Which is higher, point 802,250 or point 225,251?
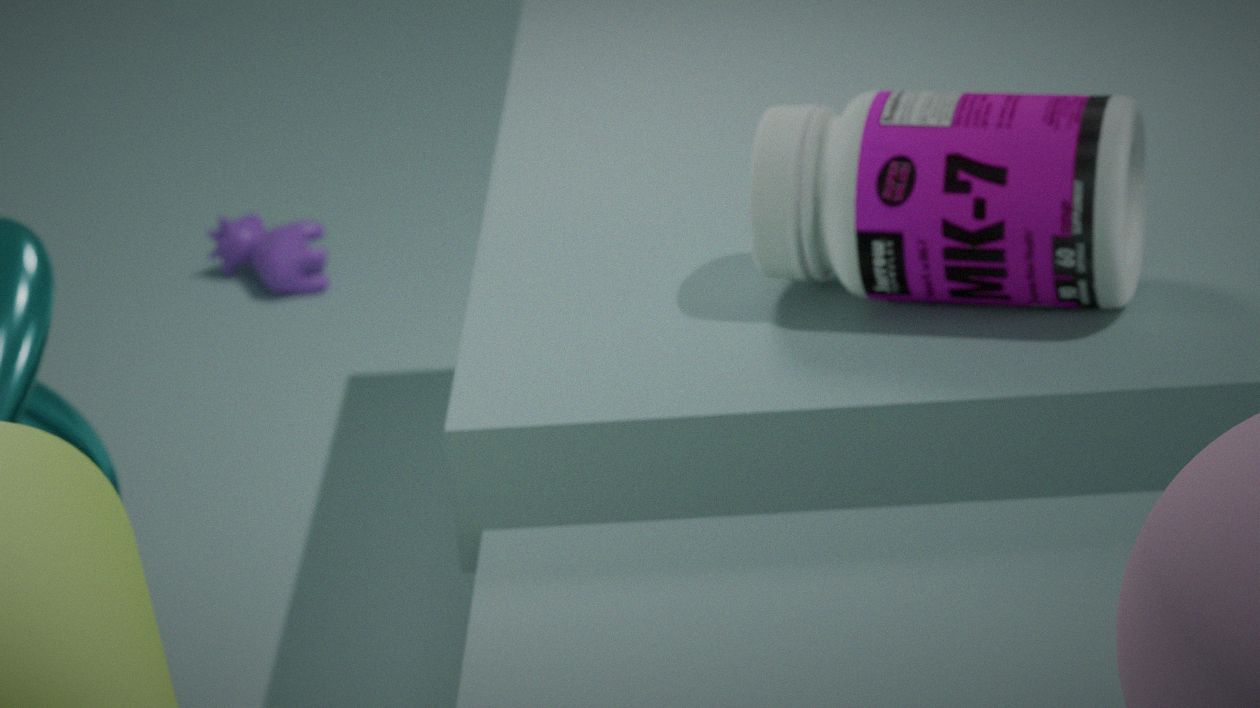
point 802,250
